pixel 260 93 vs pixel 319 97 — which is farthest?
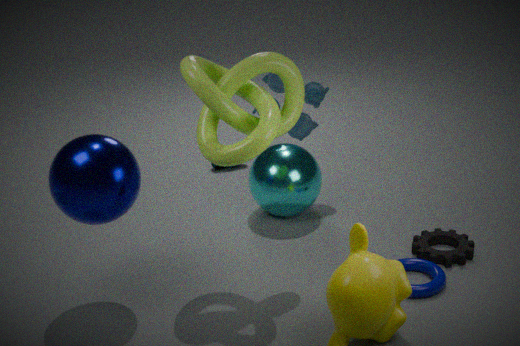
pixel 319 97
